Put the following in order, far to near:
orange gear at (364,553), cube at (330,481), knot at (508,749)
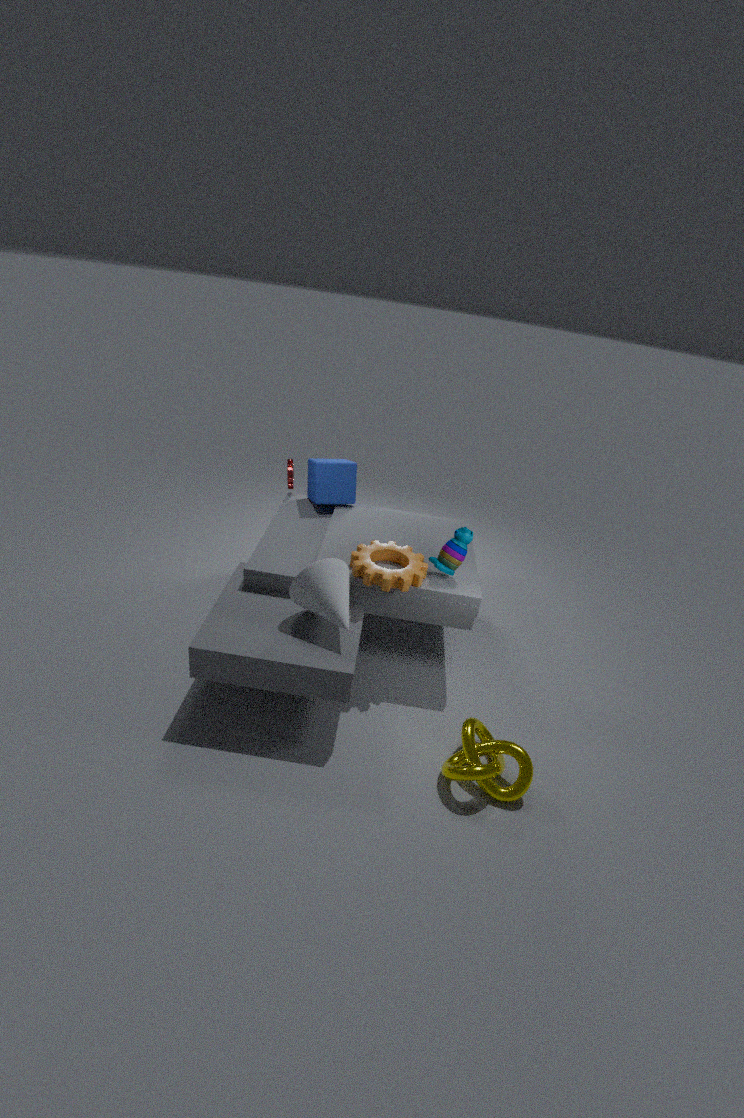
cube at (330,481) < orange gear at (364,553) < knot at (508,749)
